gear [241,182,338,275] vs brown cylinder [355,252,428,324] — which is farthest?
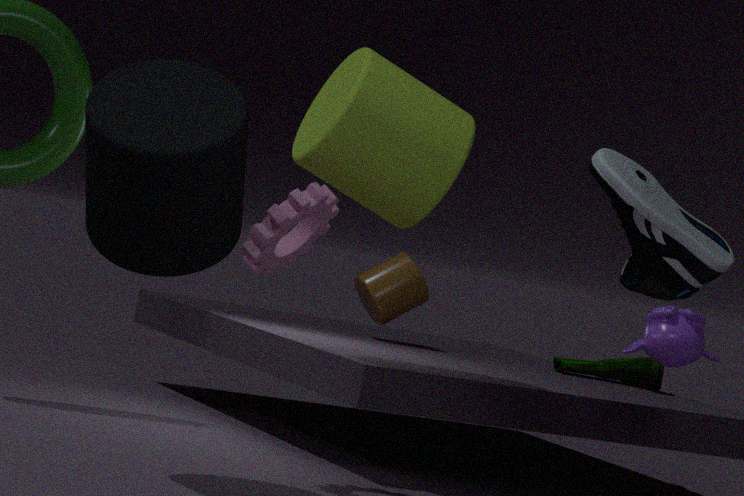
brown cylinder [355,252,428,324]
